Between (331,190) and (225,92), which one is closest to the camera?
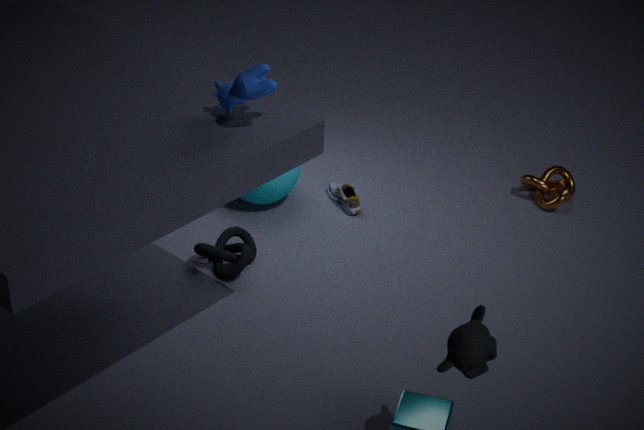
(225,92)
